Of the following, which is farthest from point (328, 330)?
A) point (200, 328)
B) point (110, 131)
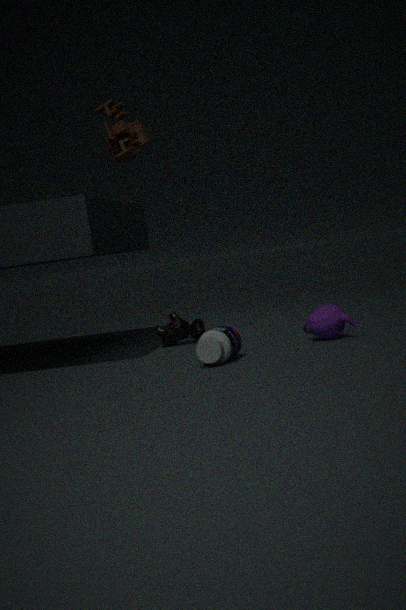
point (110, 131)
